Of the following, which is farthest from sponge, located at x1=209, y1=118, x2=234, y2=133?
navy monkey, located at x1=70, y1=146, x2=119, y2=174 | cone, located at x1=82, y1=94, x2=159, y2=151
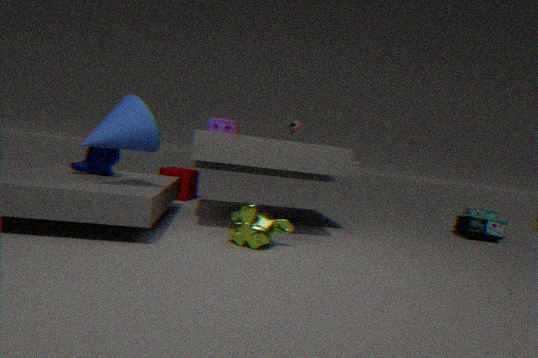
cone, located at x1=82, y1=94, x2=159, y2=151
